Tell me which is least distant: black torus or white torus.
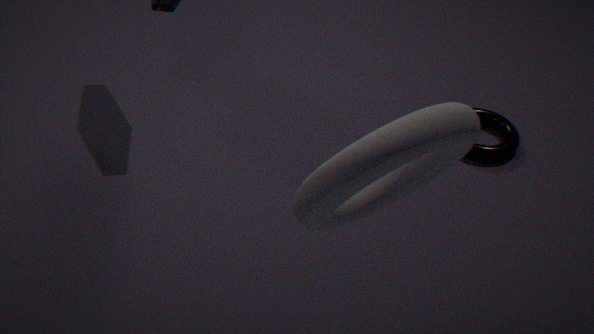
white torus
